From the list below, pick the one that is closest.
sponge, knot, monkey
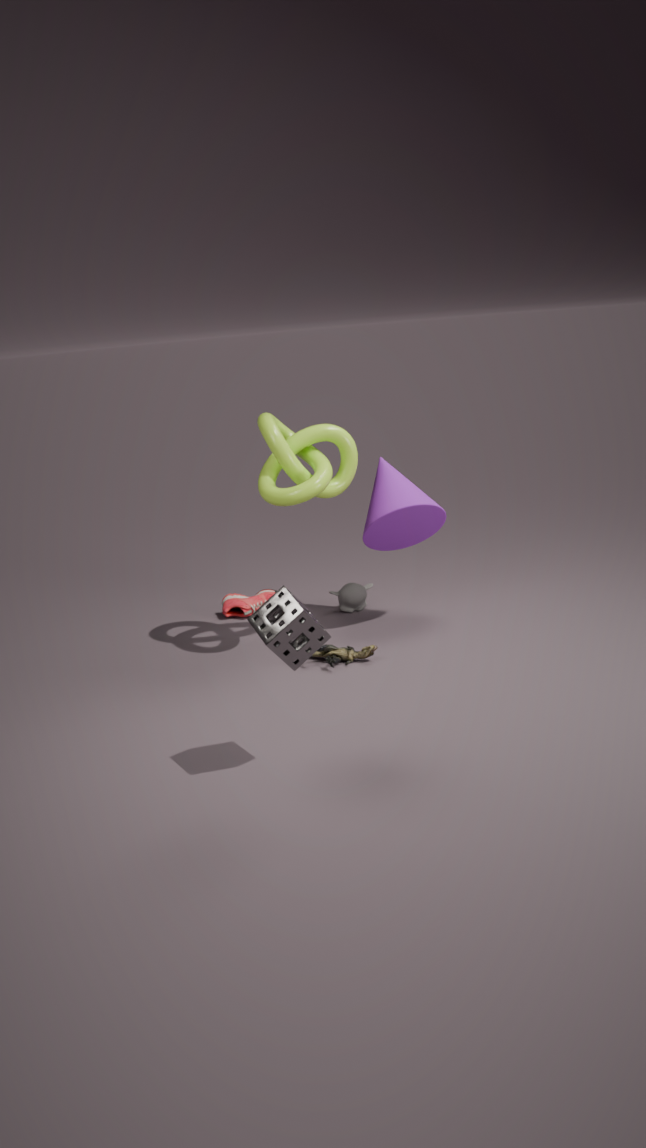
sponge
